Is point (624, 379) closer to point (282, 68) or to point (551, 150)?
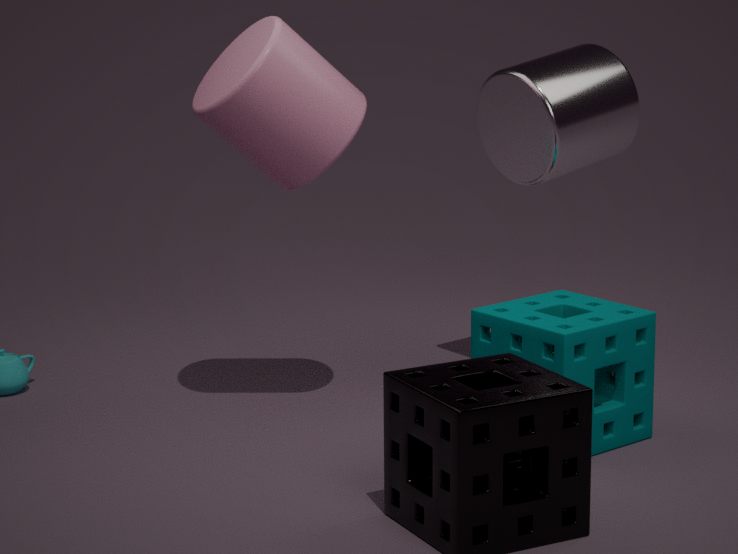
point (551, 150)
